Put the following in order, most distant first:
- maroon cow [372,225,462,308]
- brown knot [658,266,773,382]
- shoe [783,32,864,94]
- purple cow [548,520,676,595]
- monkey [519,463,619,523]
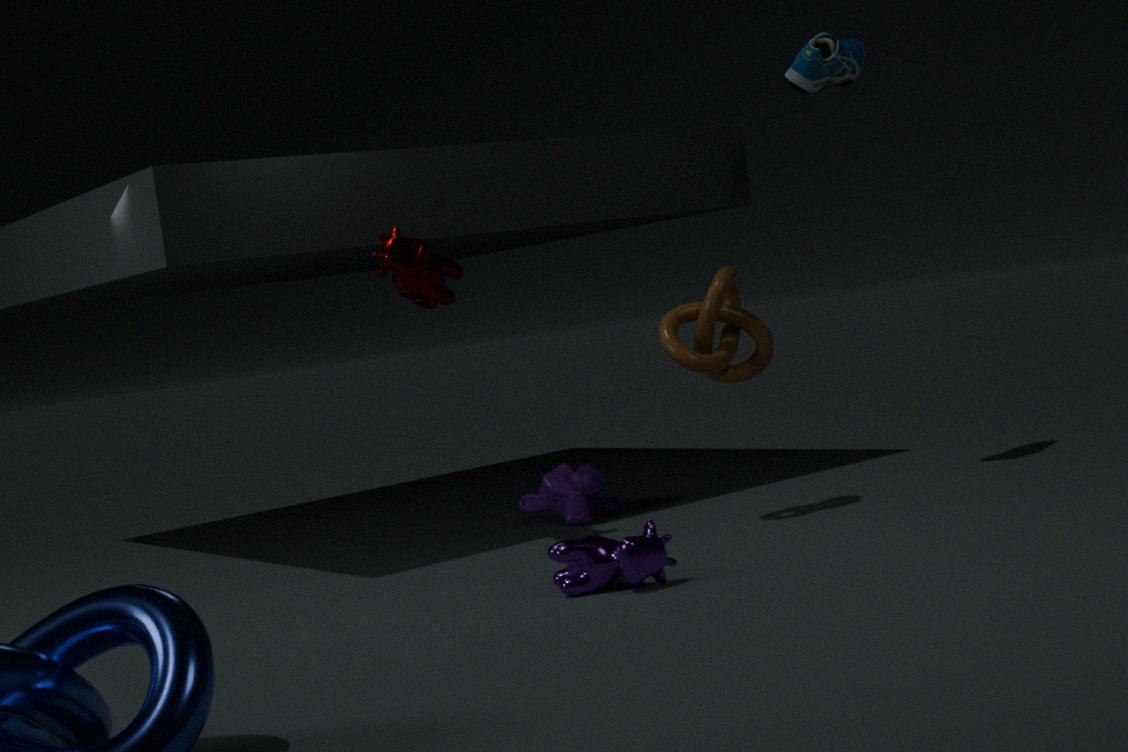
monkey [519,463,619,523] < shoe [783,32,864,94] < brown knot [658,266,773,382] < maroon cow [372,225,462,308] < purple cow [548,520,676,595]
